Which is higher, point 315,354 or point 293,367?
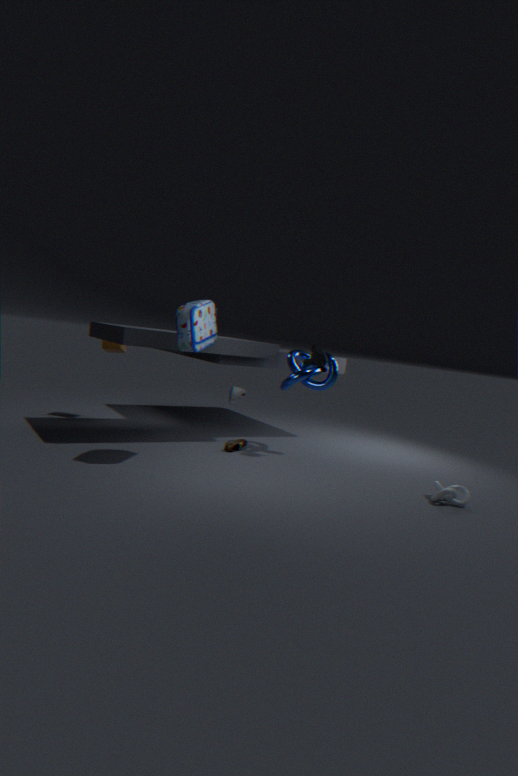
point 315,354
